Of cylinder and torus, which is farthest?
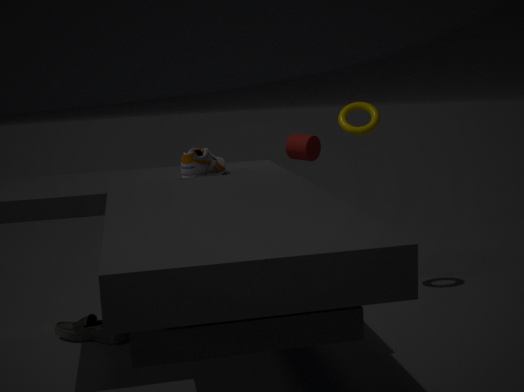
cylinder
